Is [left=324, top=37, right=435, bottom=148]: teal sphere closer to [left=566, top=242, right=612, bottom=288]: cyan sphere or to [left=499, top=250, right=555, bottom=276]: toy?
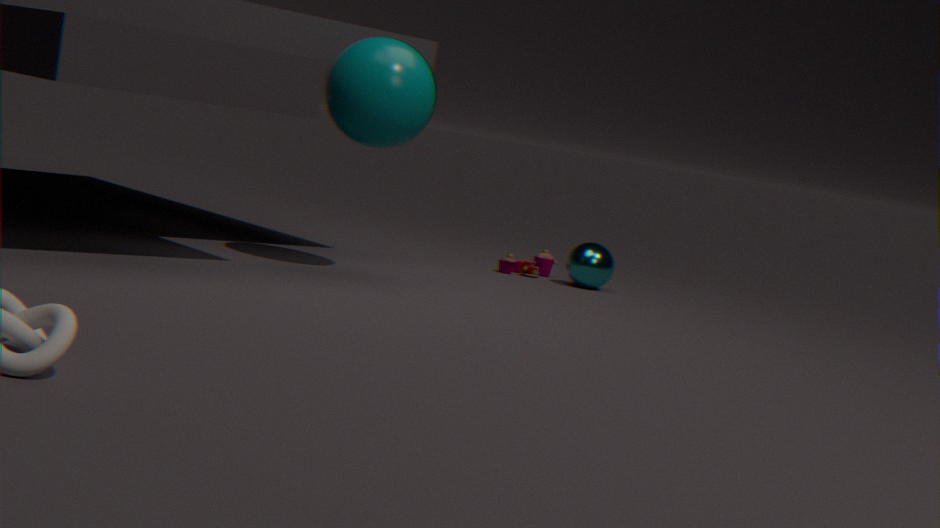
[left=499, top=250, right=555, bottom=276]: toy
